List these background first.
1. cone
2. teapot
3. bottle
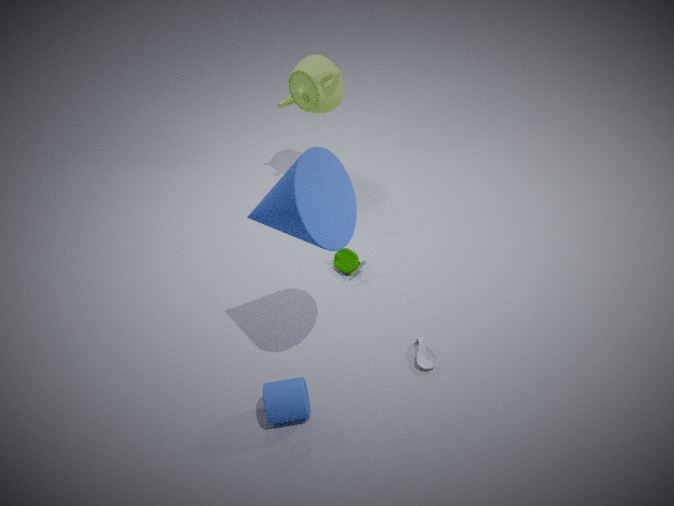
teapot < bottle < cone
